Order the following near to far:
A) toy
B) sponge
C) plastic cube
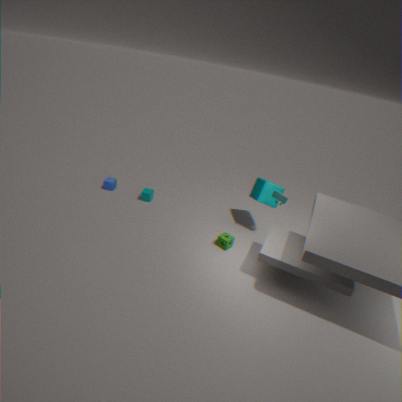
sponge
toy
plastic cube
